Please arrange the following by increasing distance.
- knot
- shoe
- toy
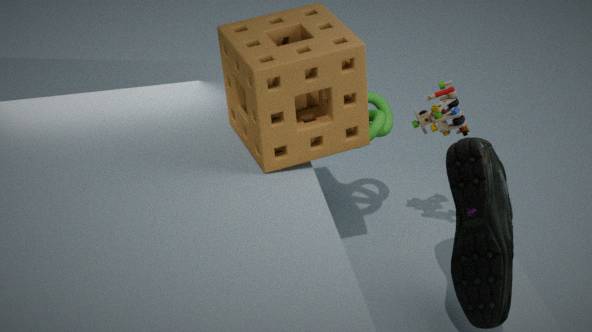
1. shoe
2. toy
3. knot
